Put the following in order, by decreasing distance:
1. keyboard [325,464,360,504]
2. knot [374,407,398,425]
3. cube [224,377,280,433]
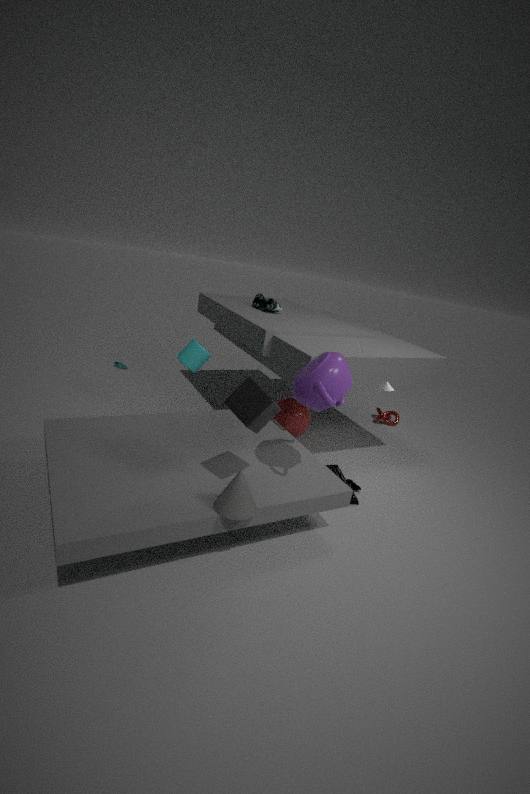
knot [374,407,398,425]
keyboard [325,464,360,504]
cube [224,377,280,433]
